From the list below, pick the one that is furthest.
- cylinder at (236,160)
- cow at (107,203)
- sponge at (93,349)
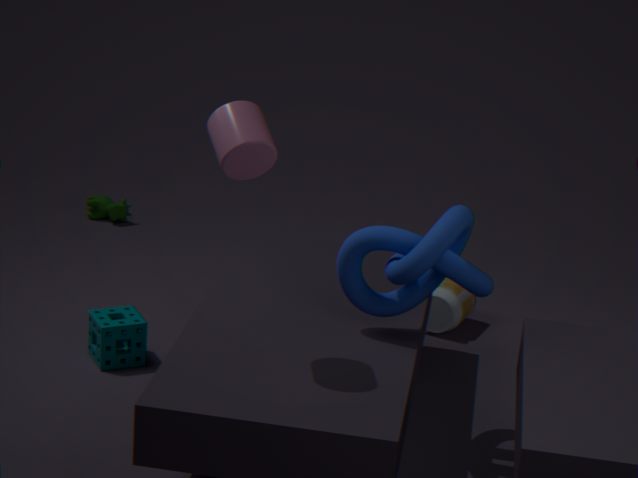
cow at (107,203)
